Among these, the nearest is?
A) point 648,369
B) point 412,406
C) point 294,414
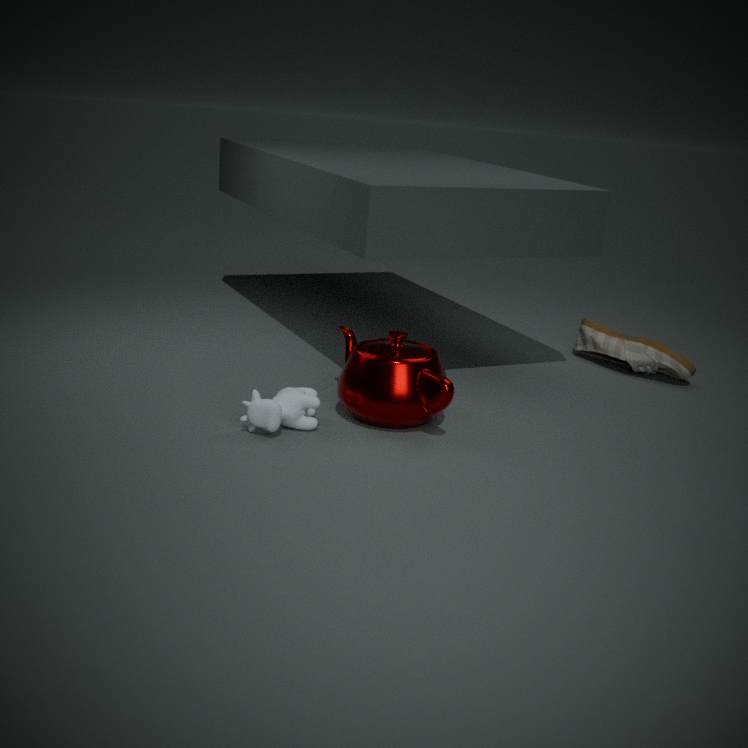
point 294,414
